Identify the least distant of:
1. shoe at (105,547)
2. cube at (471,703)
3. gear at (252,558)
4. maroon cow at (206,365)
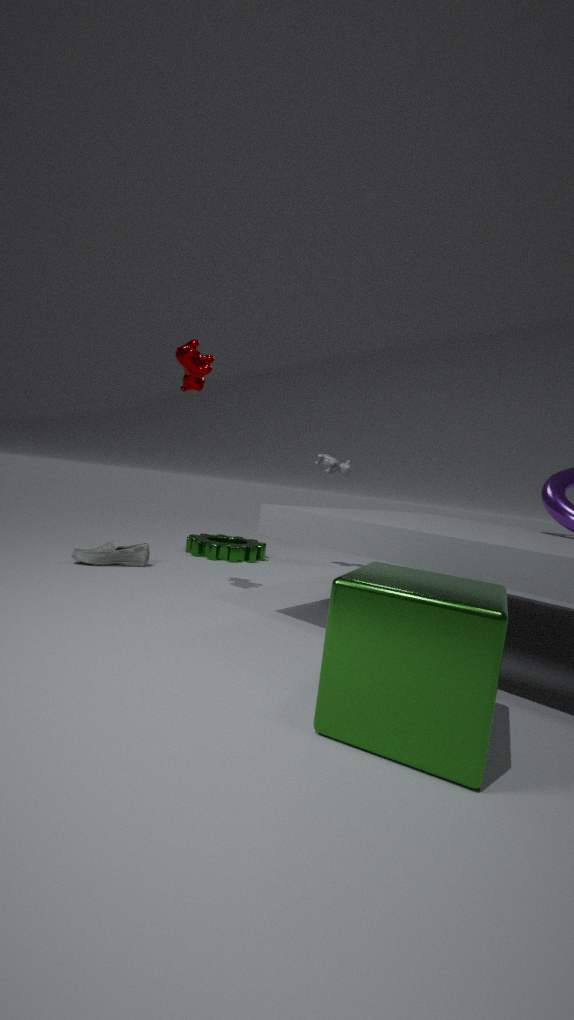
cube at (471,703)
